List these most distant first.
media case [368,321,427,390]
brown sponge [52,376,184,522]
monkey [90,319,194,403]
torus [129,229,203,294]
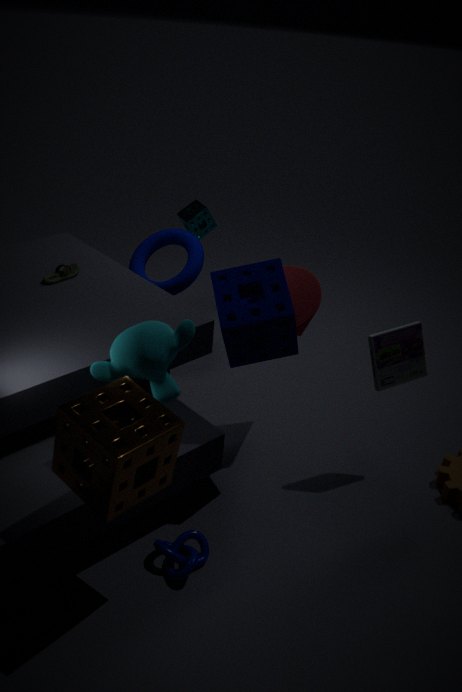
1. torus [129,229,203,294]
2. media case [368,321,427,390]
3. monkey [90,319,194,403]
4. brown sponge [52,376,184,522]
